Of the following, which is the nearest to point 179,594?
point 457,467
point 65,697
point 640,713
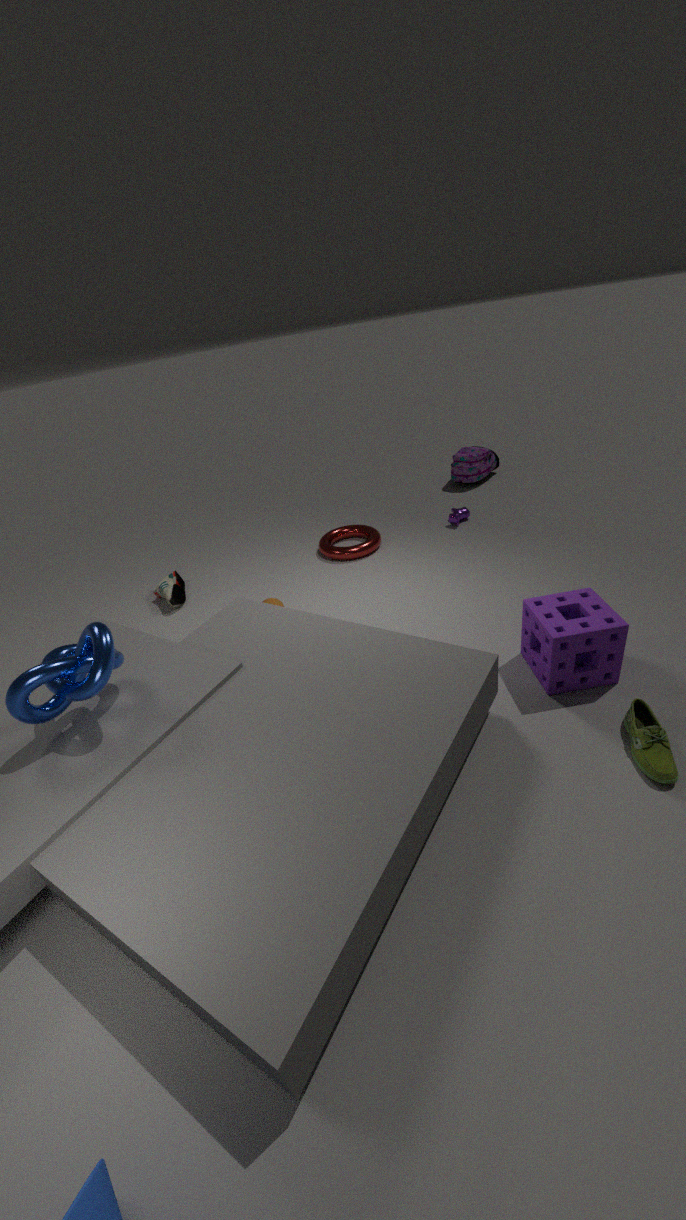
point 65,697
